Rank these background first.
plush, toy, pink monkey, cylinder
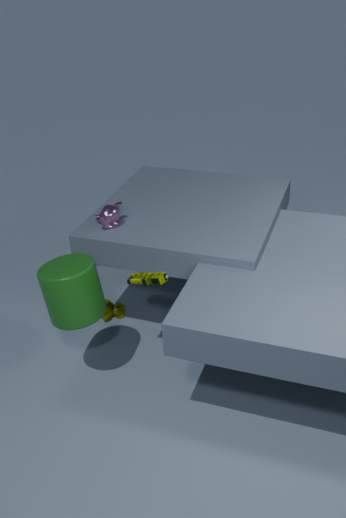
plush → pink monkey → toy → cylinder
